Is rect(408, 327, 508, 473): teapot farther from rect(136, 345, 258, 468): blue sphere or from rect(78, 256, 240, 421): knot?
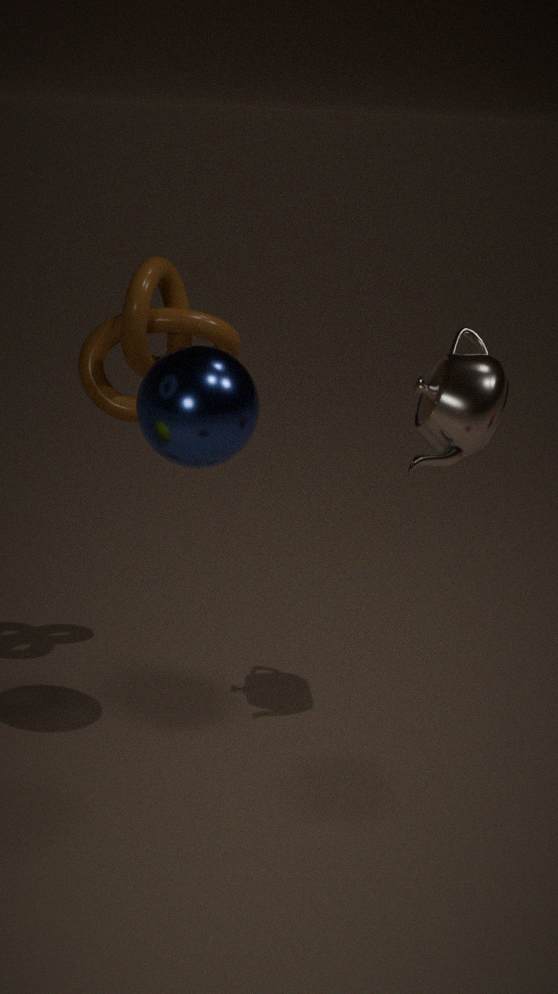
rect(78, 256, 240, 421): knot
